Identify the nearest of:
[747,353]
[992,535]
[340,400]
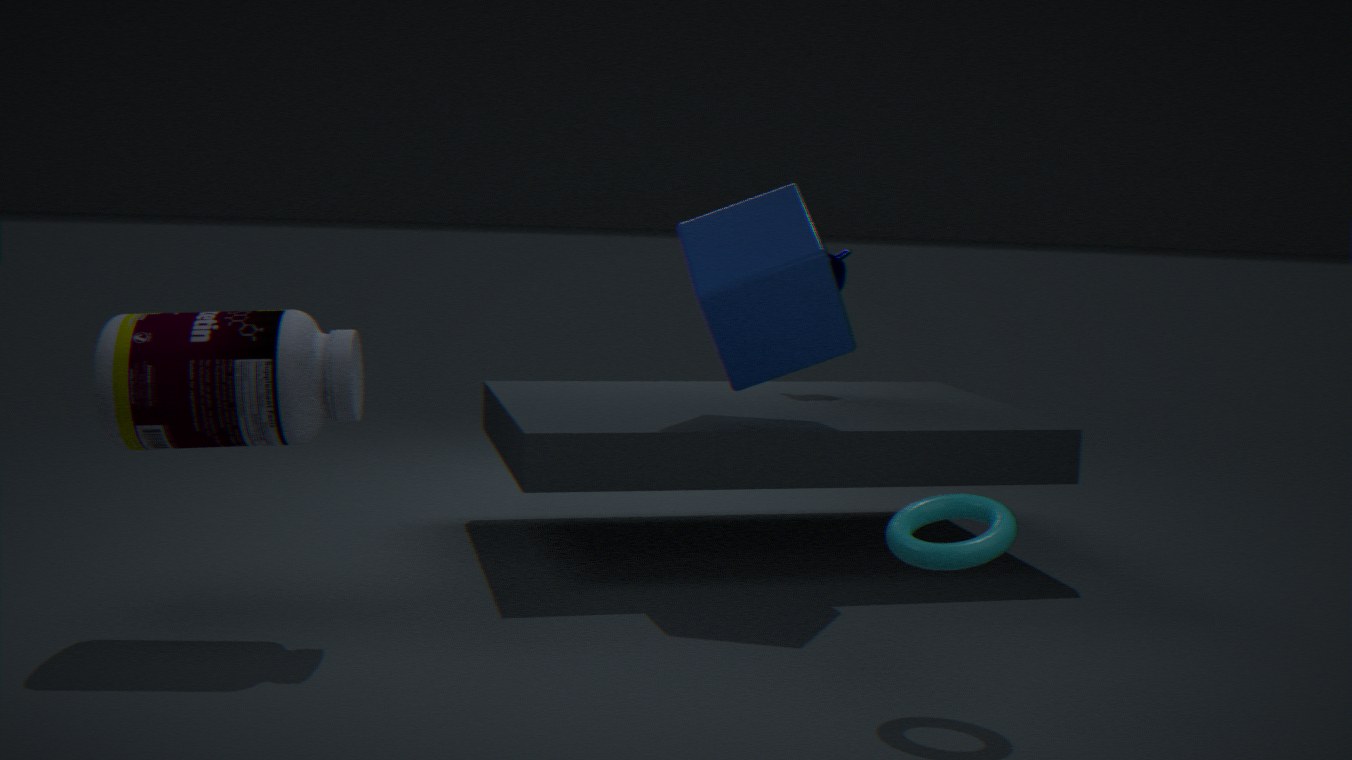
[992,535]
